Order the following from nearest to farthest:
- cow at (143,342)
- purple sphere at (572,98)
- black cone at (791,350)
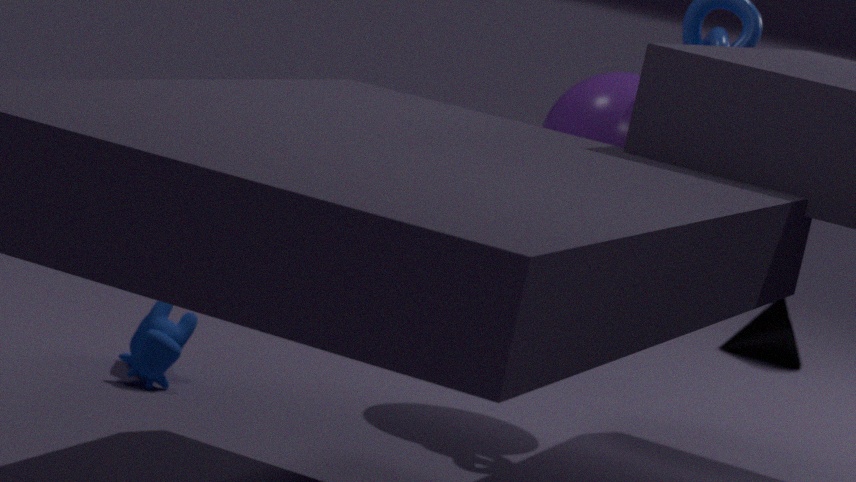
1. cow at (143,342)
2. purple sphere at (572,98)
3. black cone at (791,350)
